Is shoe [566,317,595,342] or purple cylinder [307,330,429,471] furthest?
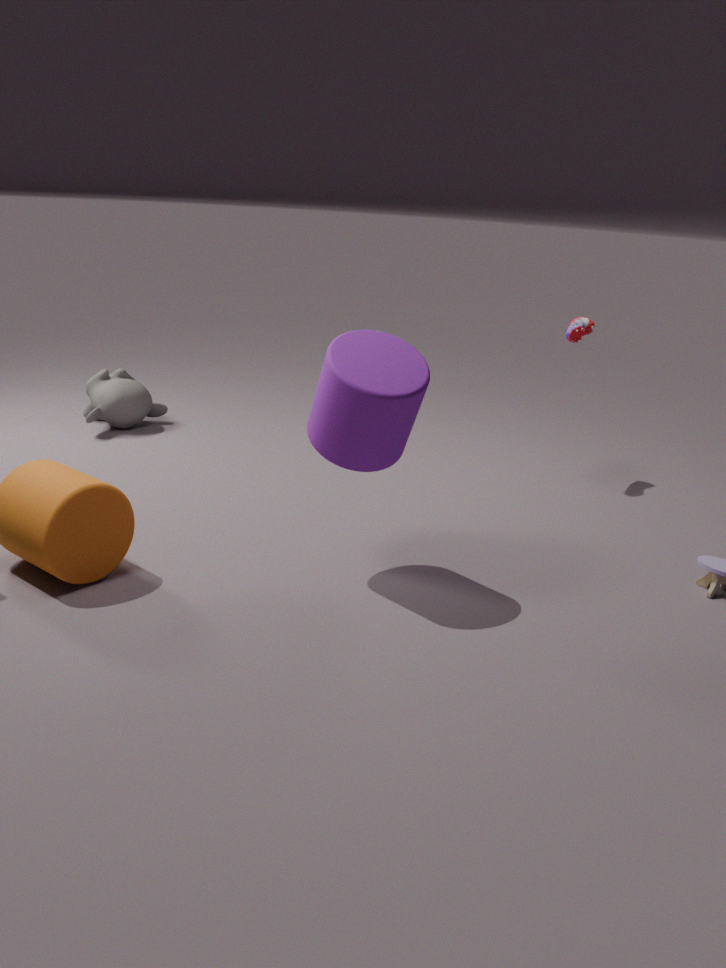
shoe [566,317,595,342]
